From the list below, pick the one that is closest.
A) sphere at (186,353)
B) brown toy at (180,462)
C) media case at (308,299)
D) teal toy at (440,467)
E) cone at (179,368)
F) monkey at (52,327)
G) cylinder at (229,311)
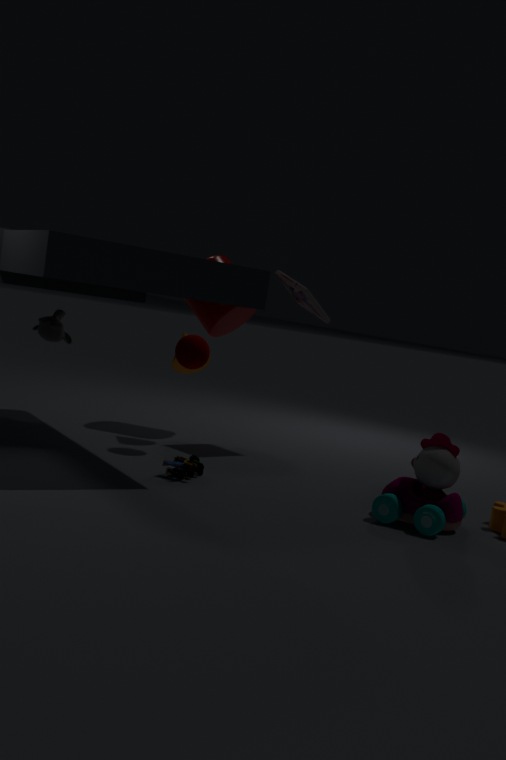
Result: teal toy at (440,467)
